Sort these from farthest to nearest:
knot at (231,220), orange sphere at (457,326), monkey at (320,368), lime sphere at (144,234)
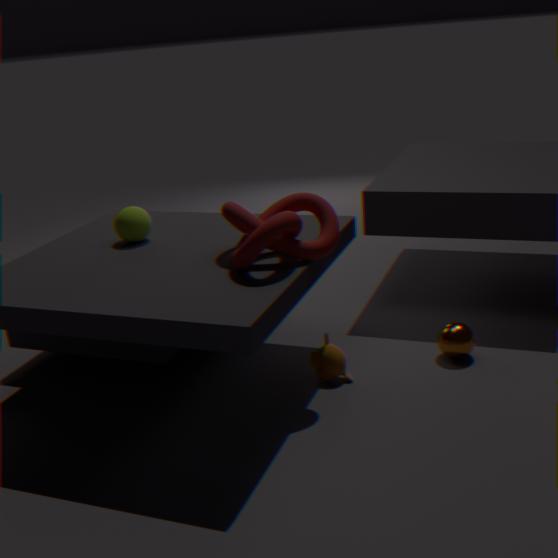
1. lime sphere at (144,234)
2. orange sphere at (457,326)
3. monkey at (320,368)
4. knot at (231,220)
